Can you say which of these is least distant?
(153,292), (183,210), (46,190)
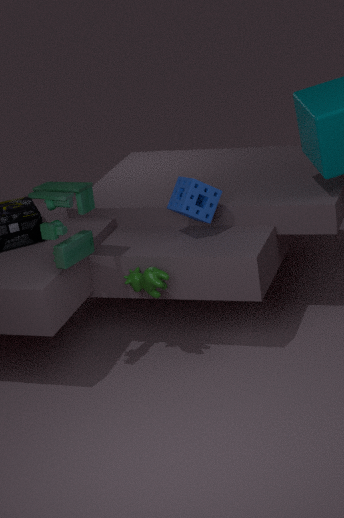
(46,190)
